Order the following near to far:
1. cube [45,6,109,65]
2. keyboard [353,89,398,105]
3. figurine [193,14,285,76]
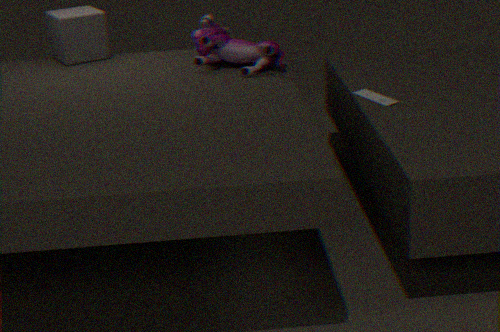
1. keyboard [353,89,398,105]
2. figurine [193,14,285,76]
3. cube [45,6,109,65]
